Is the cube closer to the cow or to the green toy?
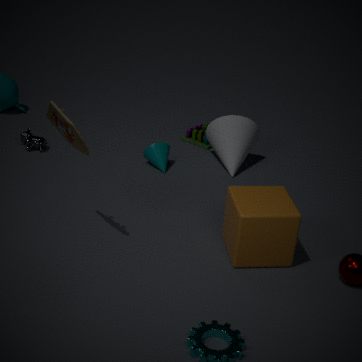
the green toy
